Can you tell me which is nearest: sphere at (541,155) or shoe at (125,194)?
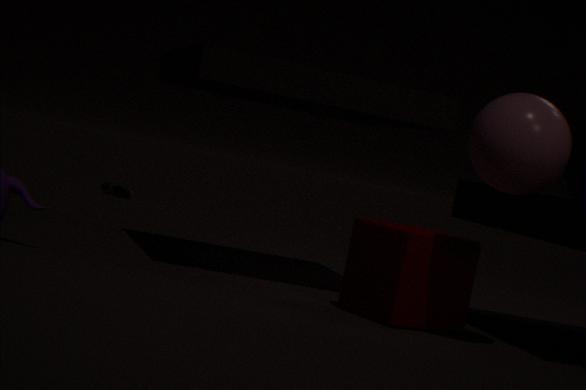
sphere at (541,155)
